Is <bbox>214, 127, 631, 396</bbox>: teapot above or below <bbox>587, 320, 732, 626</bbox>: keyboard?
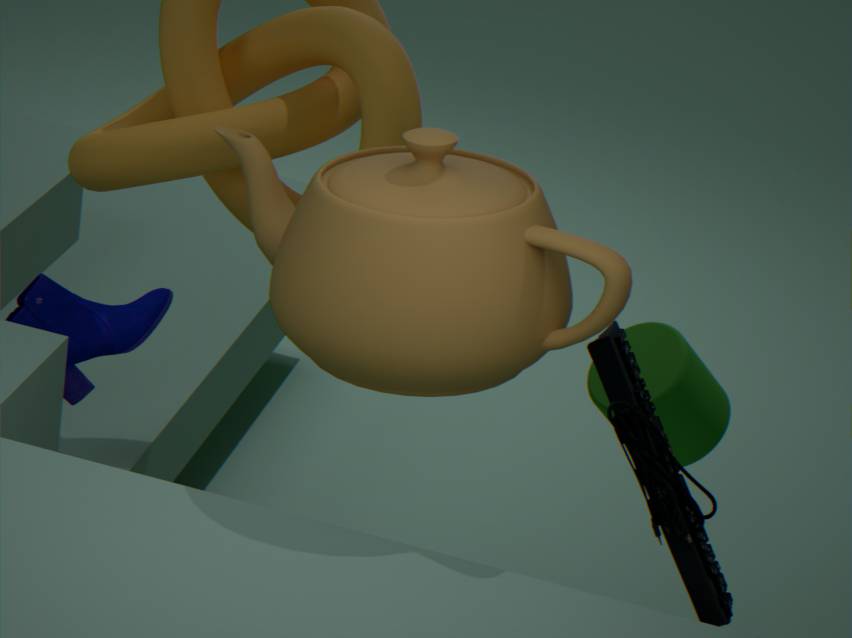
above
